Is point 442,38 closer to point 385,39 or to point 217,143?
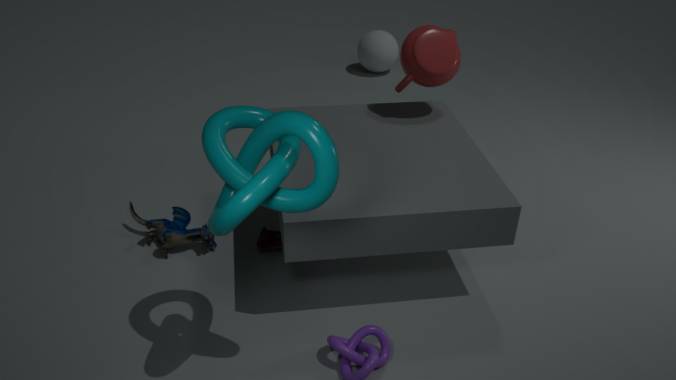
point 217,143
